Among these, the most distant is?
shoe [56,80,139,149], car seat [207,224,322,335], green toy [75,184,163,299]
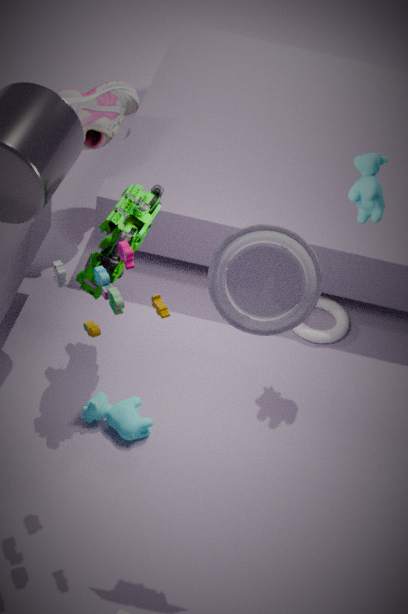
shoe [56,80,139,149]
